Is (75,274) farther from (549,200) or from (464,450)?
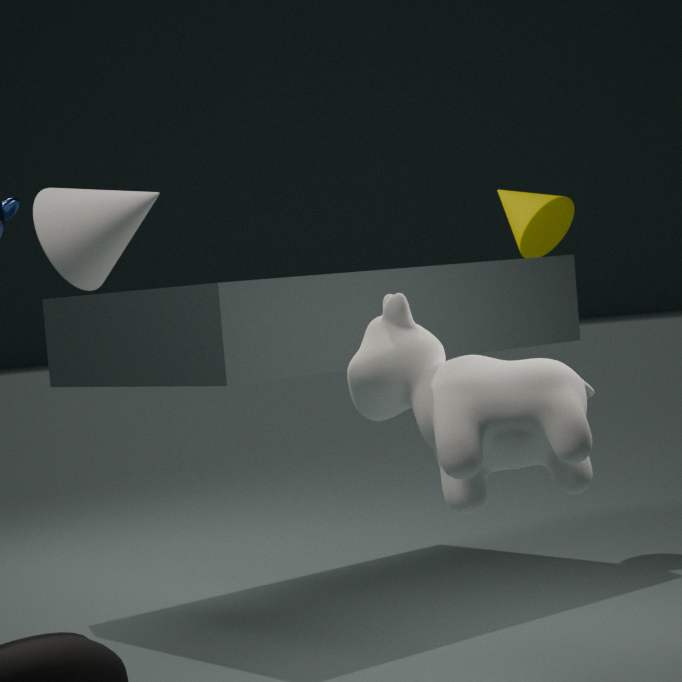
(549,200)
